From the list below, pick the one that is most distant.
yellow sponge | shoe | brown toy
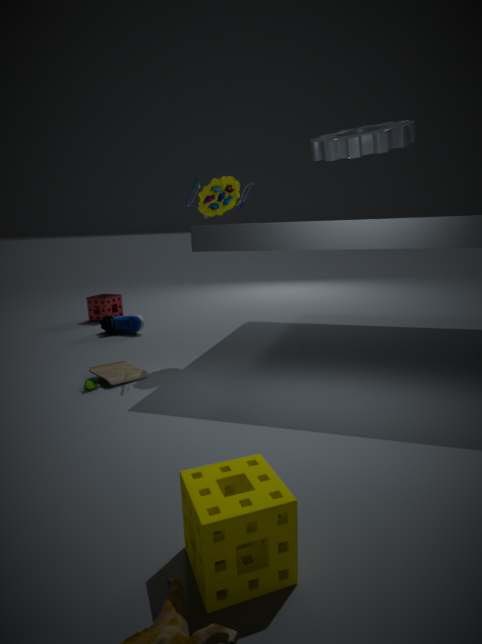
shoe
